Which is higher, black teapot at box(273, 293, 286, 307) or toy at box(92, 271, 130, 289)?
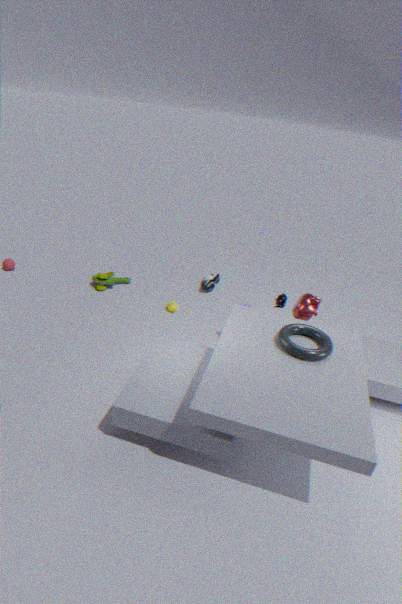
black teapot at box(273, 293, 286, 307)
